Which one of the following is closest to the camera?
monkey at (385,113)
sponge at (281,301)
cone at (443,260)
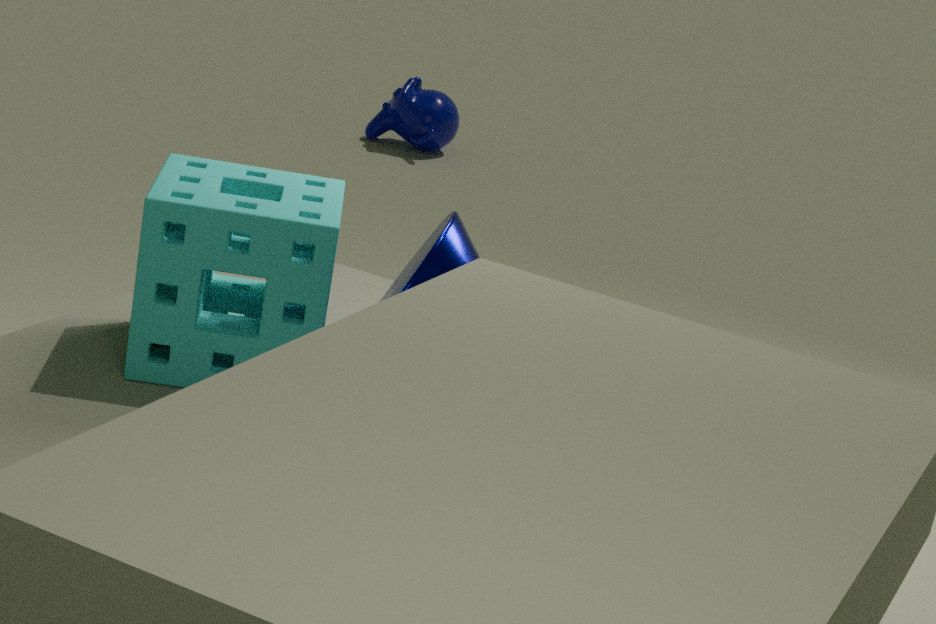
cone at (443,260)
